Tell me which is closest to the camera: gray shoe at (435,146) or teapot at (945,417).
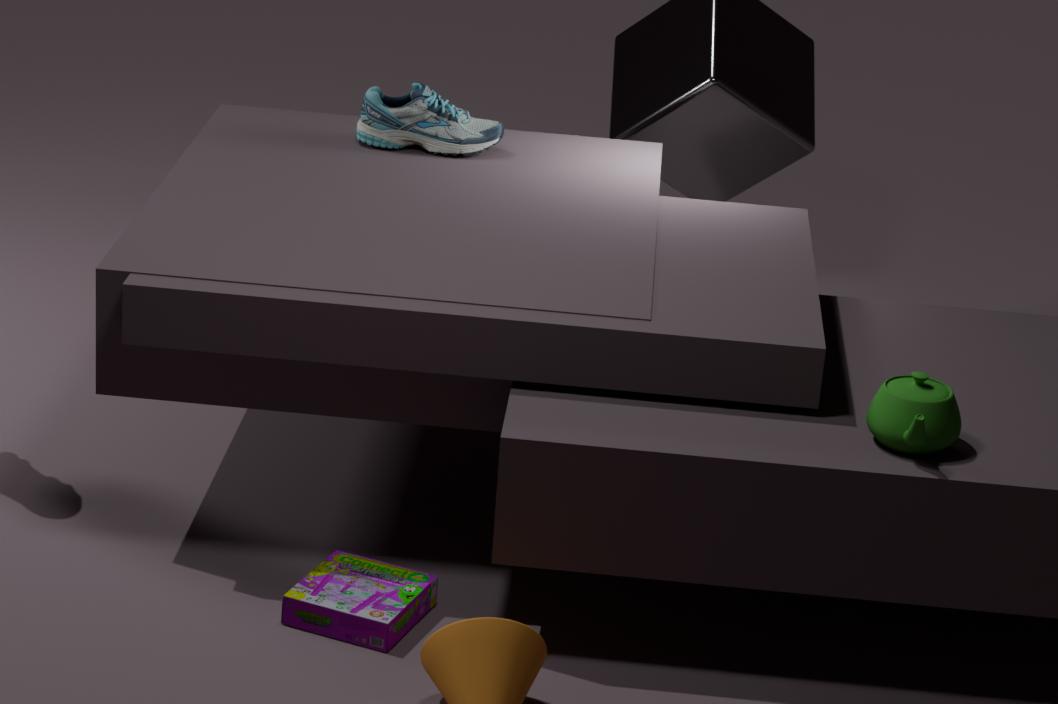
teapot at (945,417)
